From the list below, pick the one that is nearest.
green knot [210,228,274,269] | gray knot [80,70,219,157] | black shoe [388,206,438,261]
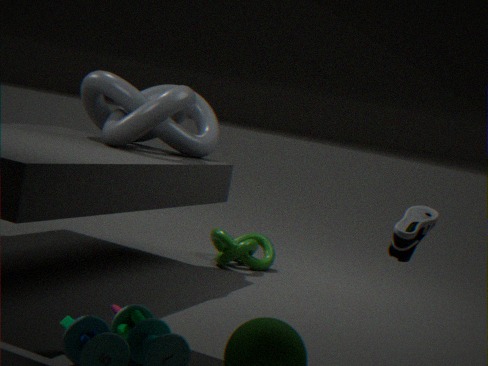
black shoe [388,206,438,261]
